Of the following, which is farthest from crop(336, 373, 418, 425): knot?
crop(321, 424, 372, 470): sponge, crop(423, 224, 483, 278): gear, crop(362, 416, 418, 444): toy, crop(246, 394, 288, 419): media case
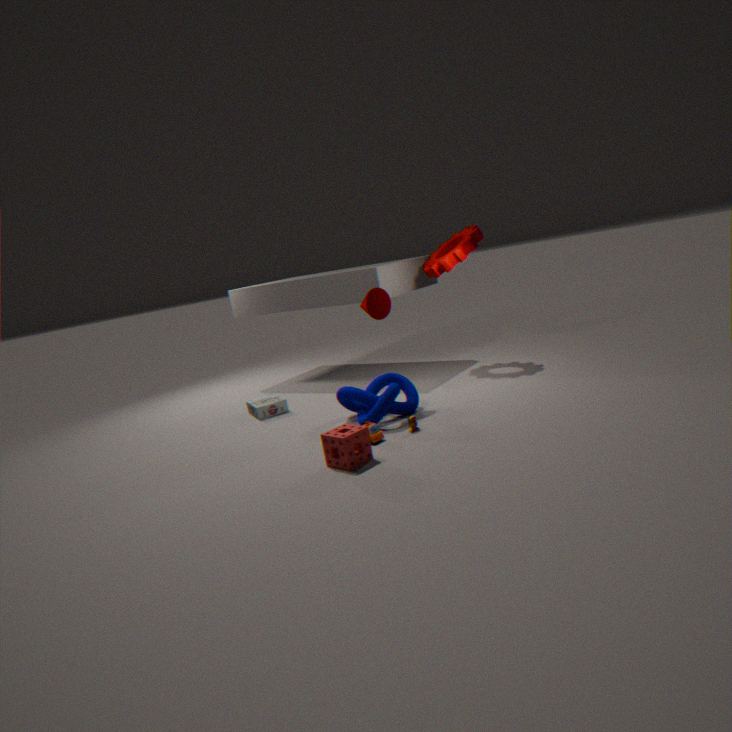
crop(423, 224, 483, 278): gear
